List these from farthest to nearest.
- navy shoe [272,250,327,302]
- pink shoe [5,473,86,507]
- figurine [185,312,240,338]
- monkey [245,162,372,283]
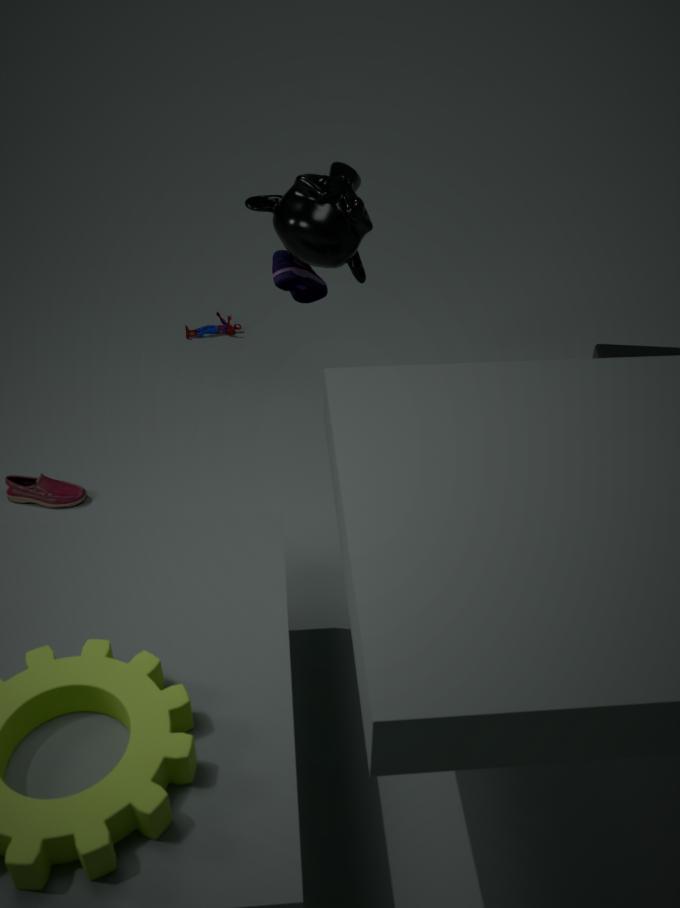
figurine [185,312,240,338]
pink shoe [5,473,86,507]
navy shoe [272,250,327,302]
monkey [245,162,372,283]
